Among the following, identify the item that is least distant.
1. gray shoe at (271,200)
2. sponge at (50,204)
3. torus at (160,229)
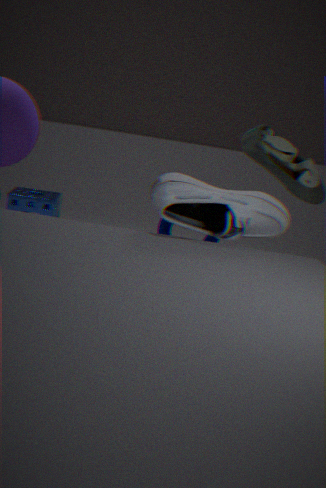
gray shoe at (271,200)
